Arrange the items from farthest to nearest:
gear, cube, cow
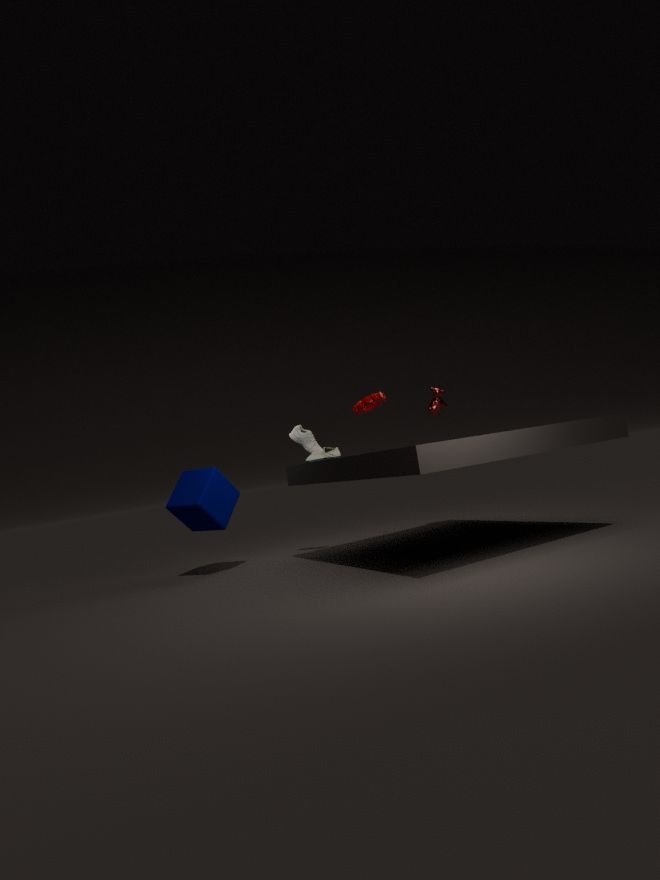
cow < gear < cube
